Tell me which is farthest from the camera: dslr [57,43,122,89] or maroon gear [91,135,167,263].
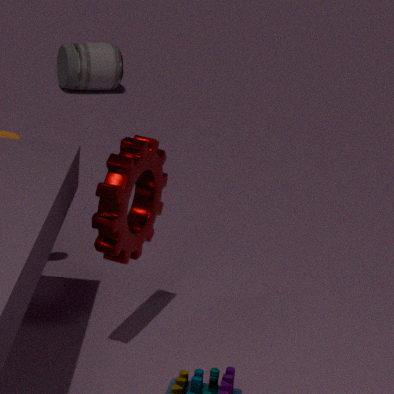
dslr [57,43,122,89]
